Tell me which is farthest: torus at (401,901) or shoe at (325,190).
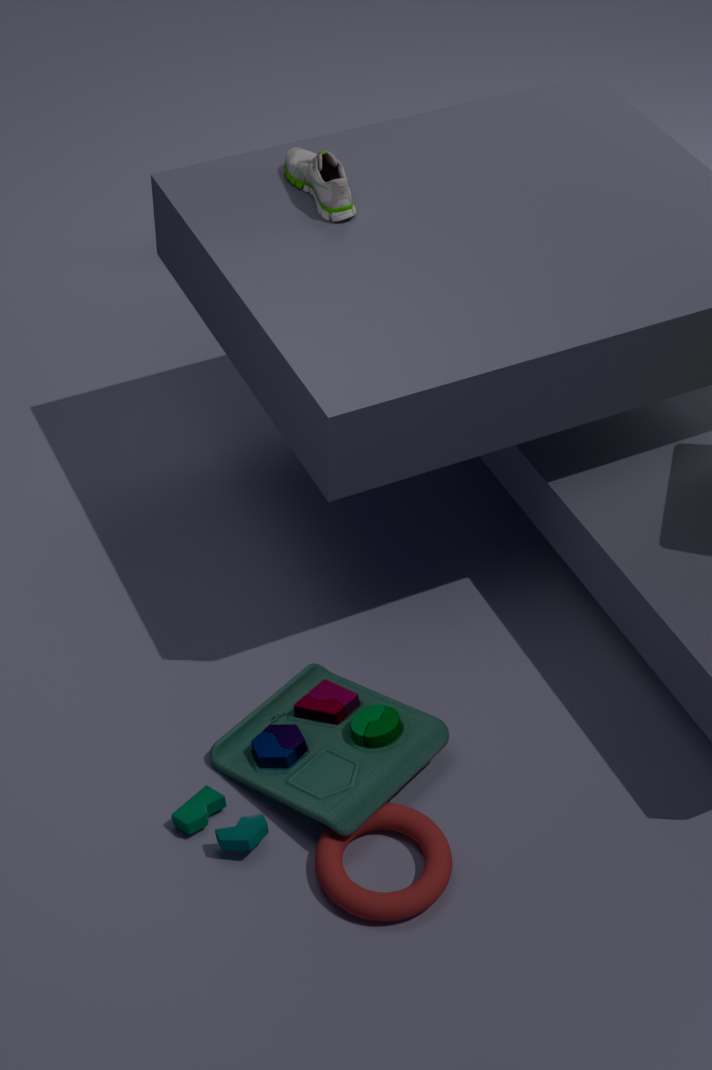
shoe at (325,190)
